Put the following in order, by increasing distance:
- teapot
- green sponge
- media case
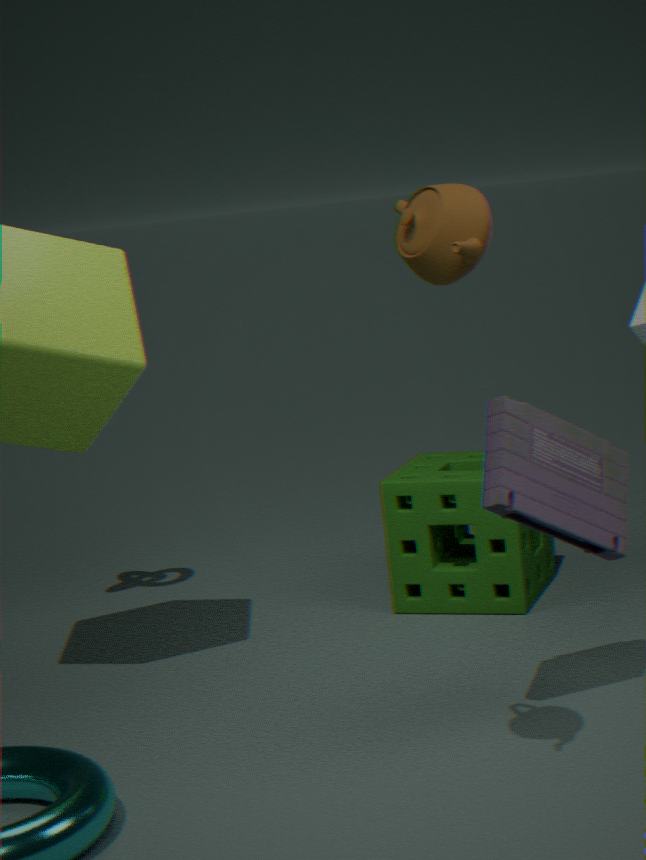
teapot
media case
green sponge
